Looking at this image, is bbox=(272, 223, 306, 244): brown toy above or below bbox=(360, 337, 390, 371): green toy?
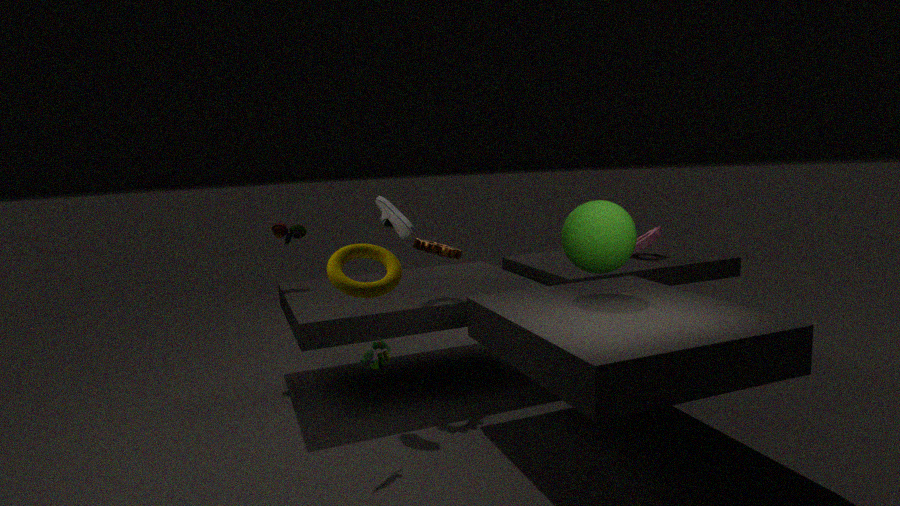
above
